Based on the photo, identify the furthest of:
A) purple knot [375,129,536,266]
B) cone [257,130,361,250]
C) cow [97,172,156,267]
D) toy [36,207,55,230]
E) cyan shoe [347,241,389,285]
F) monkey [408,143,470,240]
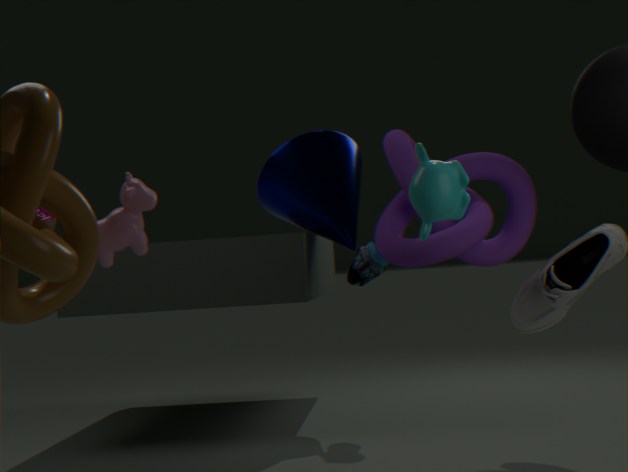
cone [257,130,361,250]
